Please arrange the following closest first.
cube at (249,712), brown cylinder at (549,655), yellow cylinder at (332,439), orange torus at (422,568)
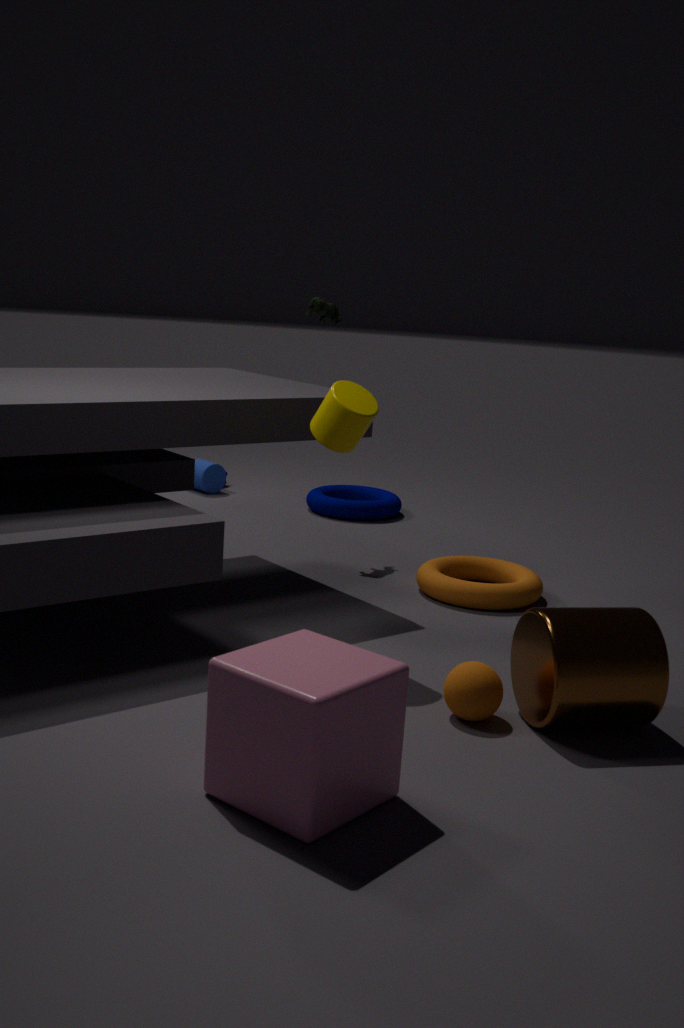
1. cube at (249,712)
2. brown cylinder at (549,655)
3. yellow cylinder at (332,439)
4. orange torus at (422,568)
